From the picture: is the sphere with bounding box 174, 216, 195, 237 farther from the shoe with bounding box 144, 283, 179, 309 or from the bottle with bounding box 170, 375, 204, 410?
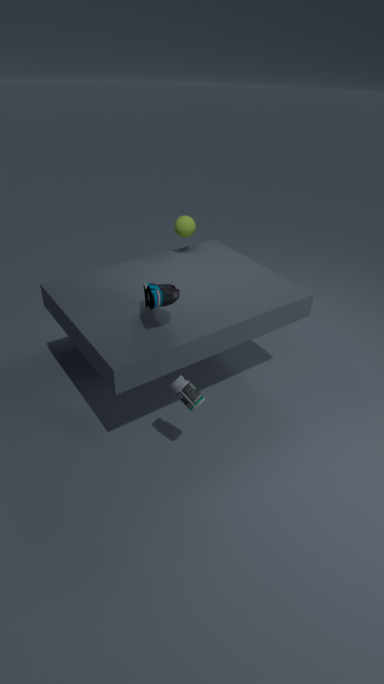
the bottle with bounding box 170, 375, 204, 410
